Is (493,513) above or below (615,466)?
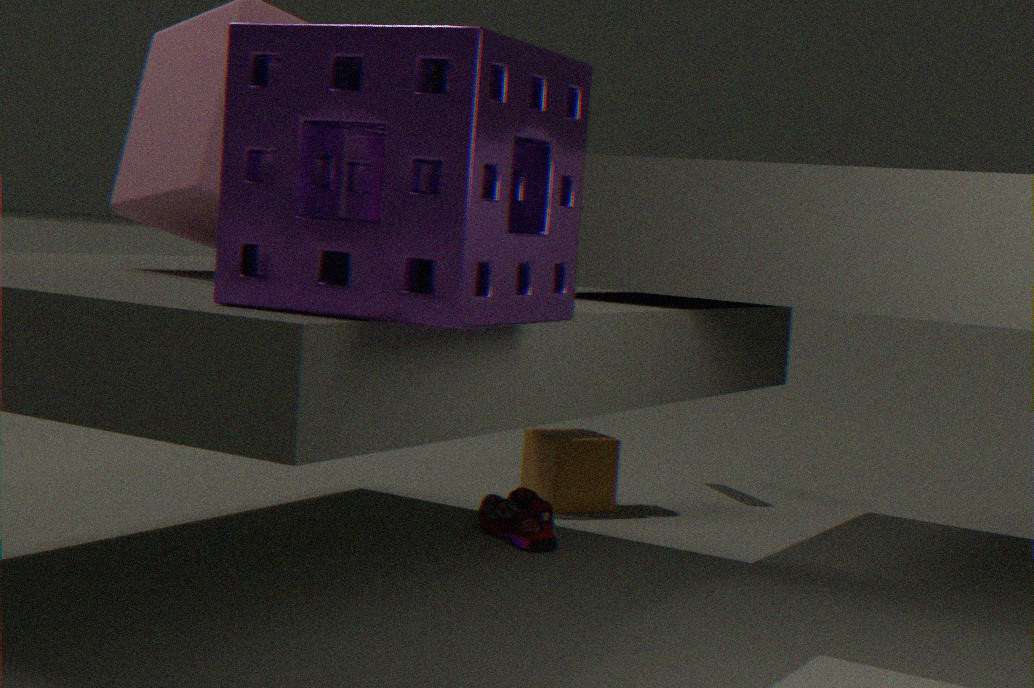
below
